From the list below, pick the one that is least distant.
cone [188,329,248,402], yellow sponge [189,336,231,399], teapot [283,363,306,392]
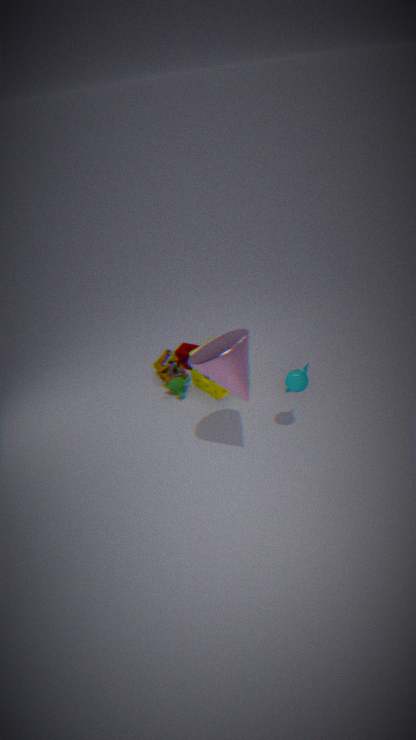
cone [188,329,248,402]
